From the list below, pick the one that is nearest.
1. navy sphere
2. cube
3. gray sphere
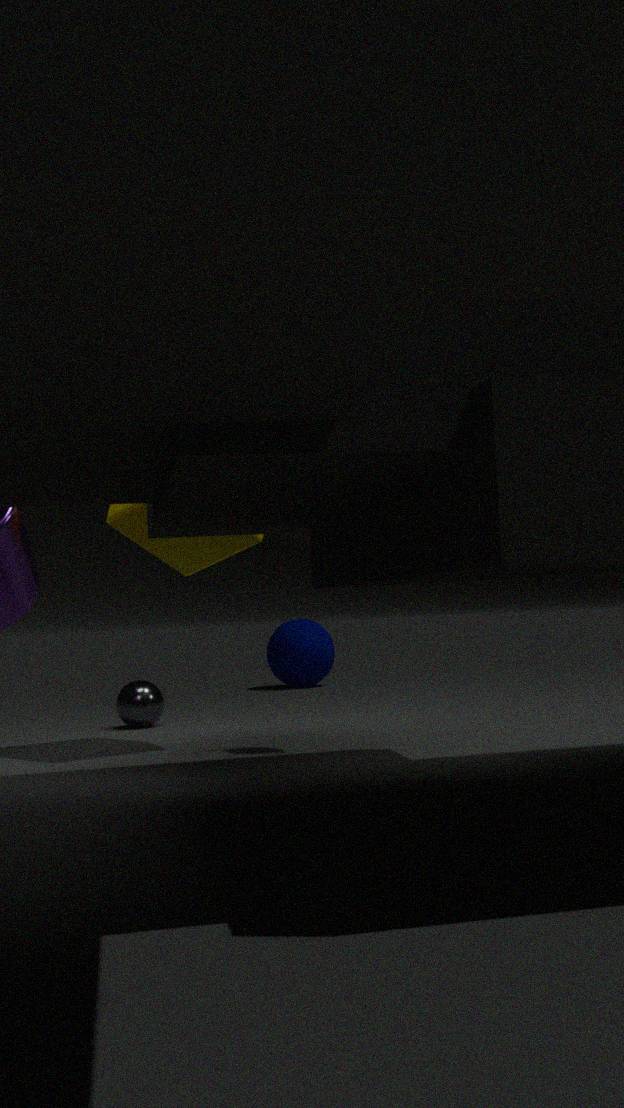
cube
